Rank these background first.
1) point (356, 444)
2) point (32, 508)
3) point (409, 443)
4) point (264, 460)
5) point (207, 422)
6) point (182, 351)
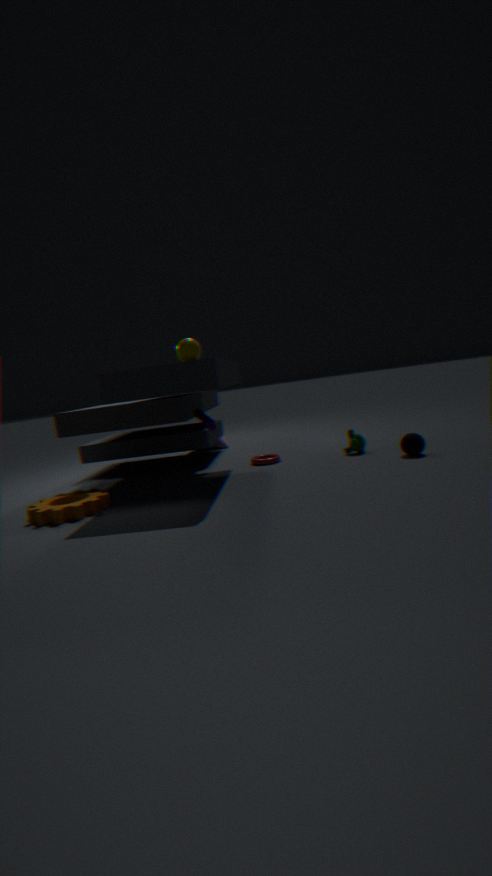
4. point (264, 460)
1. point (356, 444)
3. point (409, 443)
5. point (207, 422)
6. point (182, 351)
2. point (32, 508)
